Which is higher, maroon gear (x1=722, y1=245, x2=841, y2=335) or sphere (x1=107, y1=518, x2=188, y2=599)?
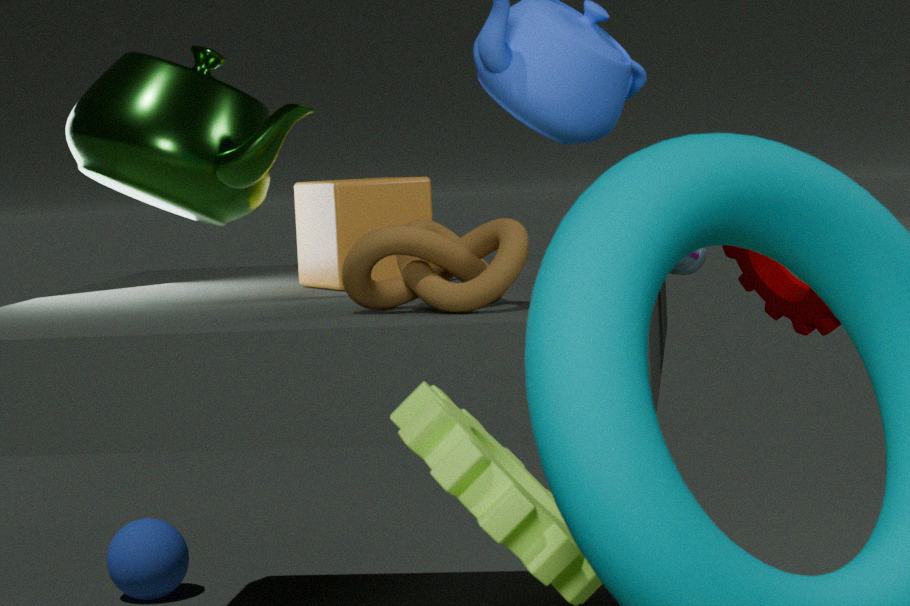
maroon gear (x1=722, y1=245, x2=841, y2=335)
